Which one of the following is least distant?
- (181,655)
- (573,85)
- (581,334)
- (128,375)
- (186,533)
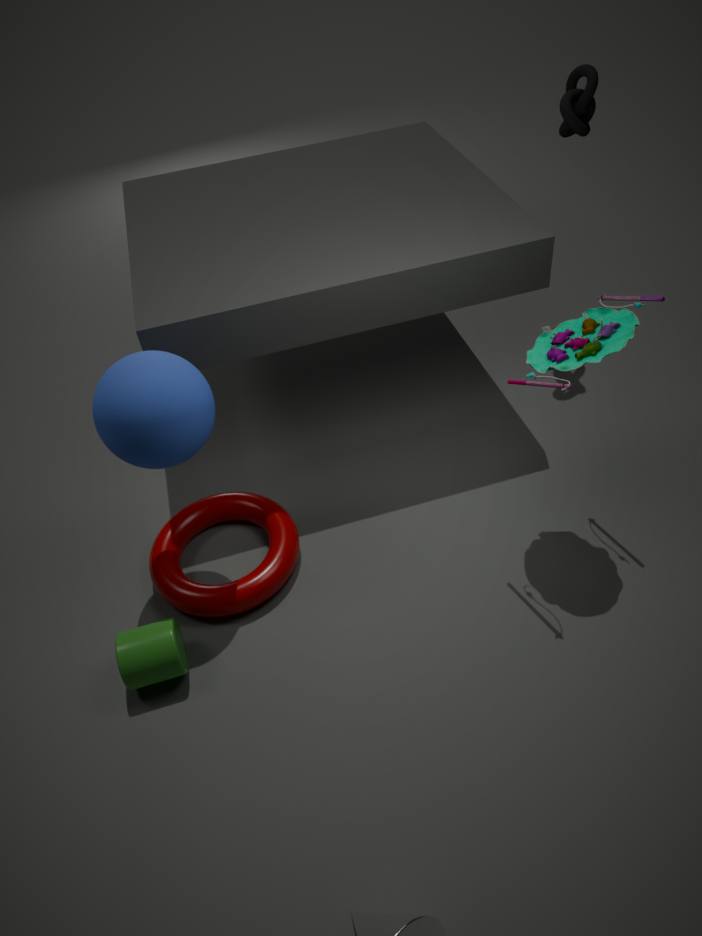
(128,375)
